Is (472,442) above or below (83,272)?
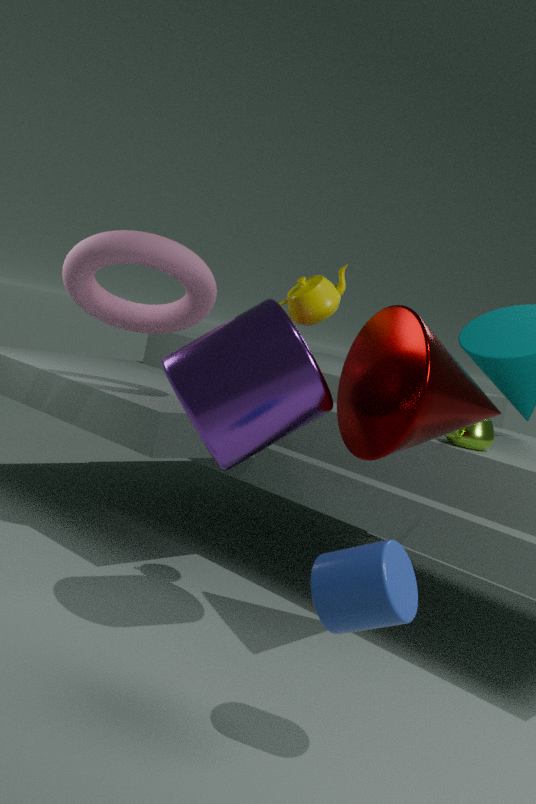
below
